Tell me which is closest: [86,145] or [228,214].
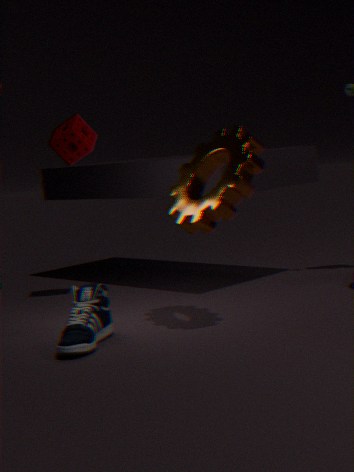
[228,214]
